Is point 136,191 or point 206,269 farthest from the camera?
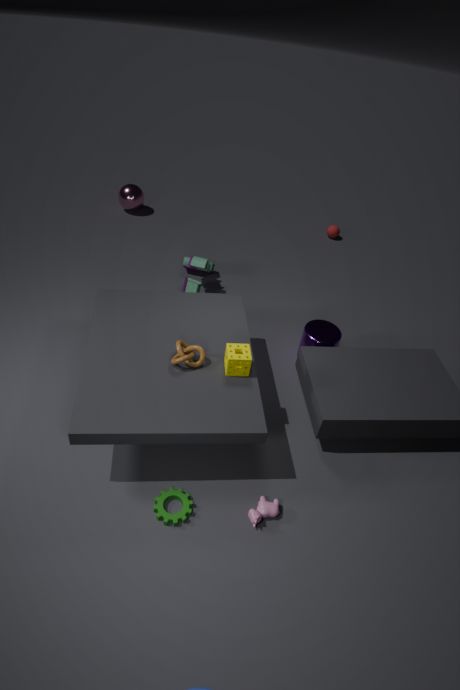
point 136,191
